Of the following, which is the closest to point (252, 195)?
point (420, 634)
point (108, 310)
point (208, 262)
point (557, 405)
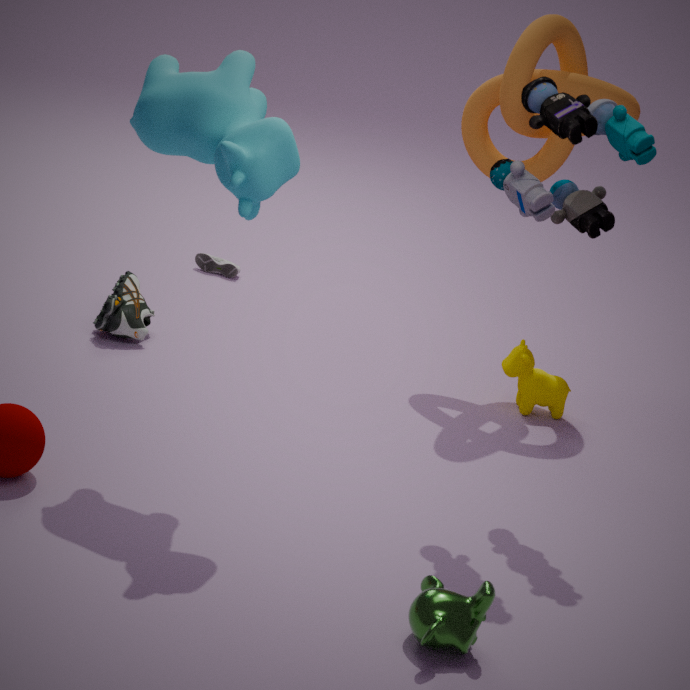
point (108, 310)
